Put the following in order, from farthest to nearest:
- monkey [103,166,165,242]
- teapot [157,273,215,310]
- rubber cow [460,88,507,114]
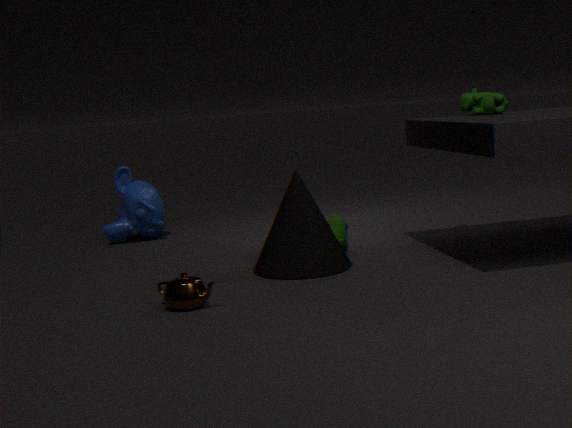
monkey [103,166,165,242]
rubber cow [460,88,507,114]
teapot [157,273,215,310]
